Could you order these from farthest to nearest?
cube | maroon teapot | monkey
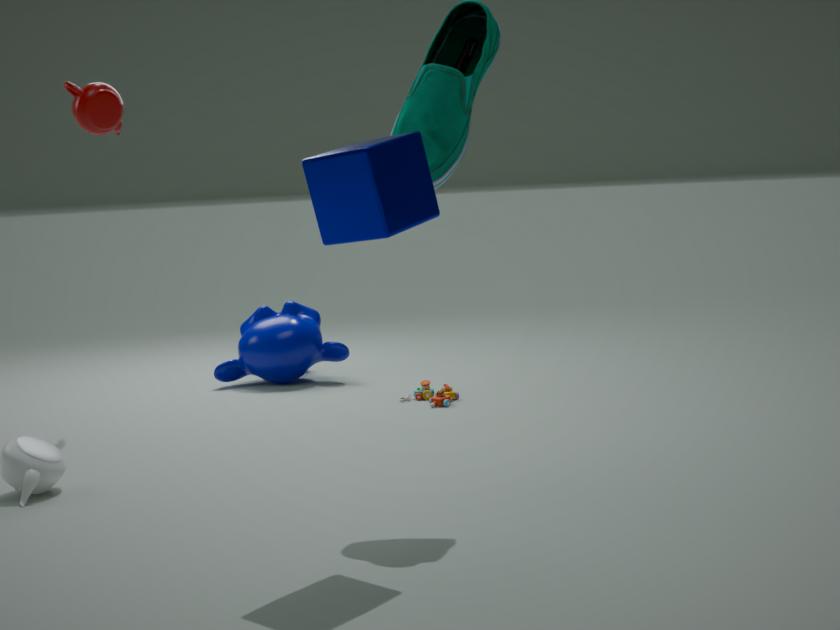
1. monkey
2. maroon teapot
3. cube
